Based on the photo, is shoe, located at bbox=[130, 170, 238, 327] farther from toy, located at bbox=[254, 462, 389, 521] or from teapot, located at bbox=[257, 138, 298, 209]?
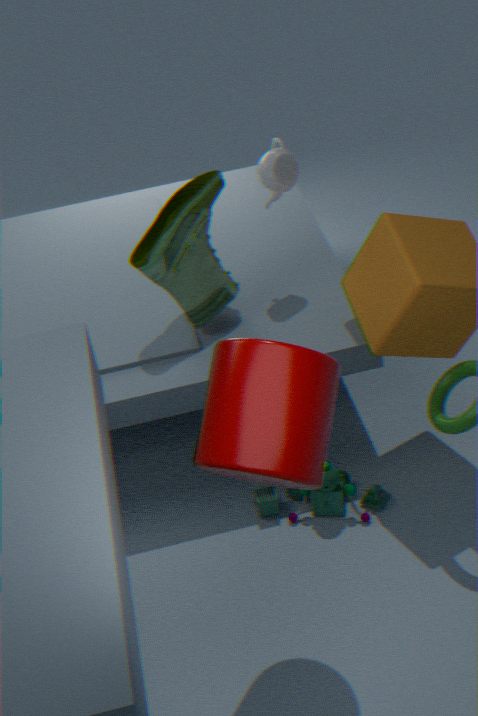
toy, located at bbox=[254, 462, 389, 521]
